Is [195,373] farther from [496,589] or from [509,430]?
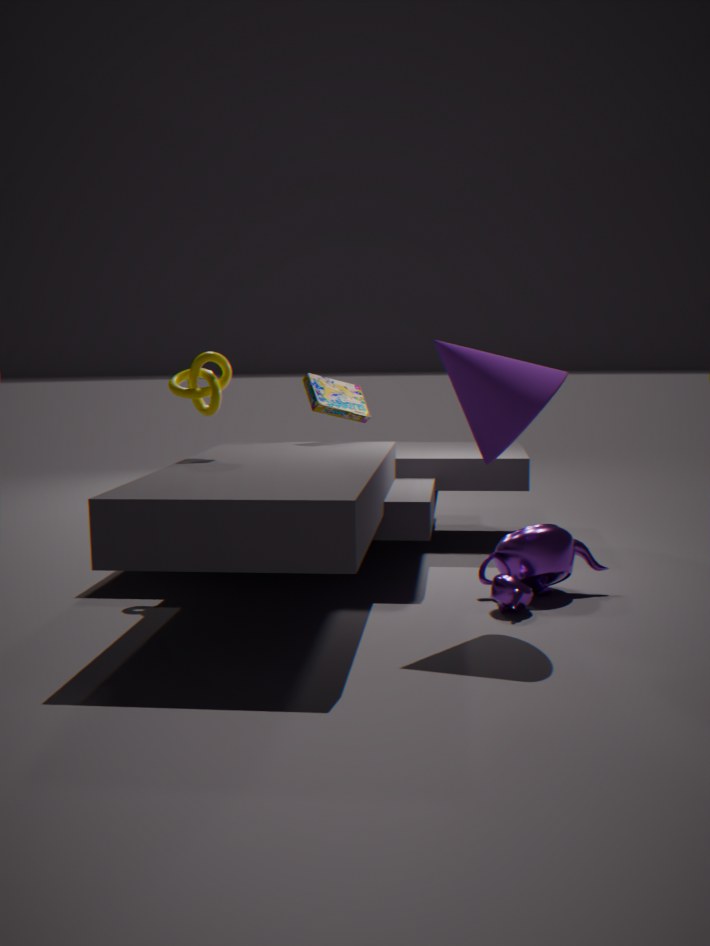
[496,589]
